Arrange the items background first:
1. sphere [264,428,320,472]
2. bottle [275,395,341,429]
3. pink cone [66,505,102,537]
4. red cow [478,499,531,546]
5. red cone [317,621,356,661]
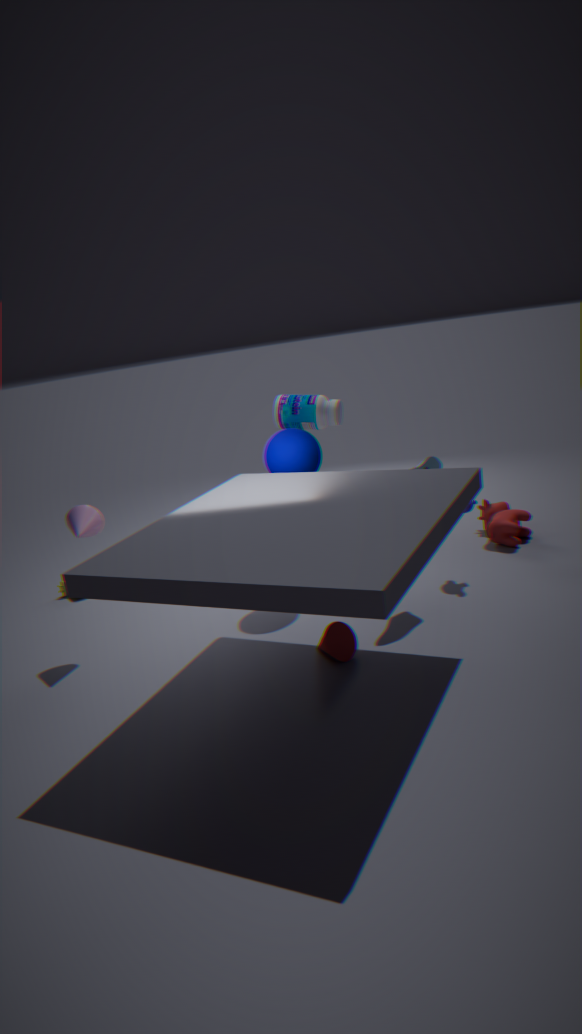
red cow [478,499,531,546] → bottle [275,395,341,429] → sphere [264,428,320,472] → pink cone [66,505,102,537] → red cone [317,621,356,661]
